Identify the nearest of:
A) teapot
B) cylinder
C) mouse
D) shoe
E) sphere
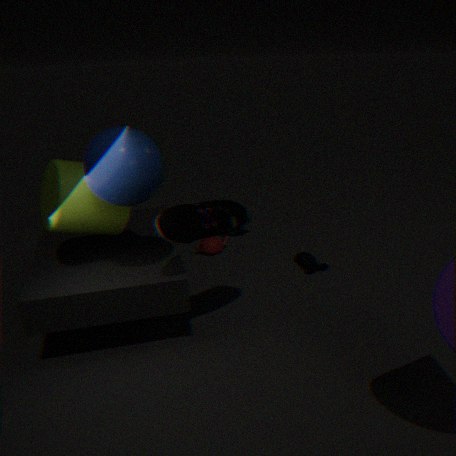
E. sphere
